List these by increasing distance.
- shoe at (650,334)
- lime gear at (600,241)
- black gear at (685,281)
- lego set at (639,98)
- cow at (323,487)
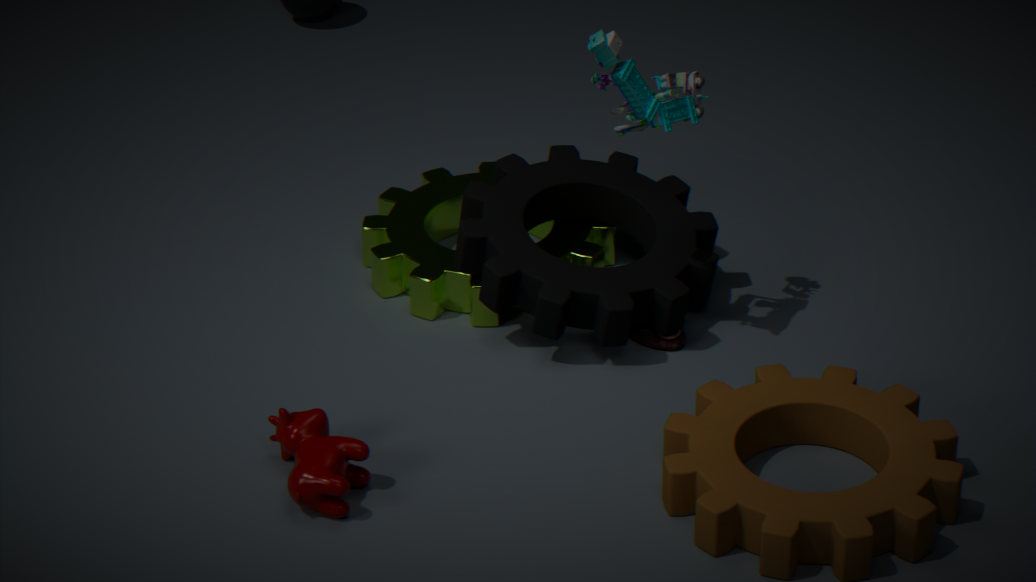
cow at (323,487) < lego set at (639,98) < black gear at (685,281) < shoe at (650,334) < lime gear at (600,241)
